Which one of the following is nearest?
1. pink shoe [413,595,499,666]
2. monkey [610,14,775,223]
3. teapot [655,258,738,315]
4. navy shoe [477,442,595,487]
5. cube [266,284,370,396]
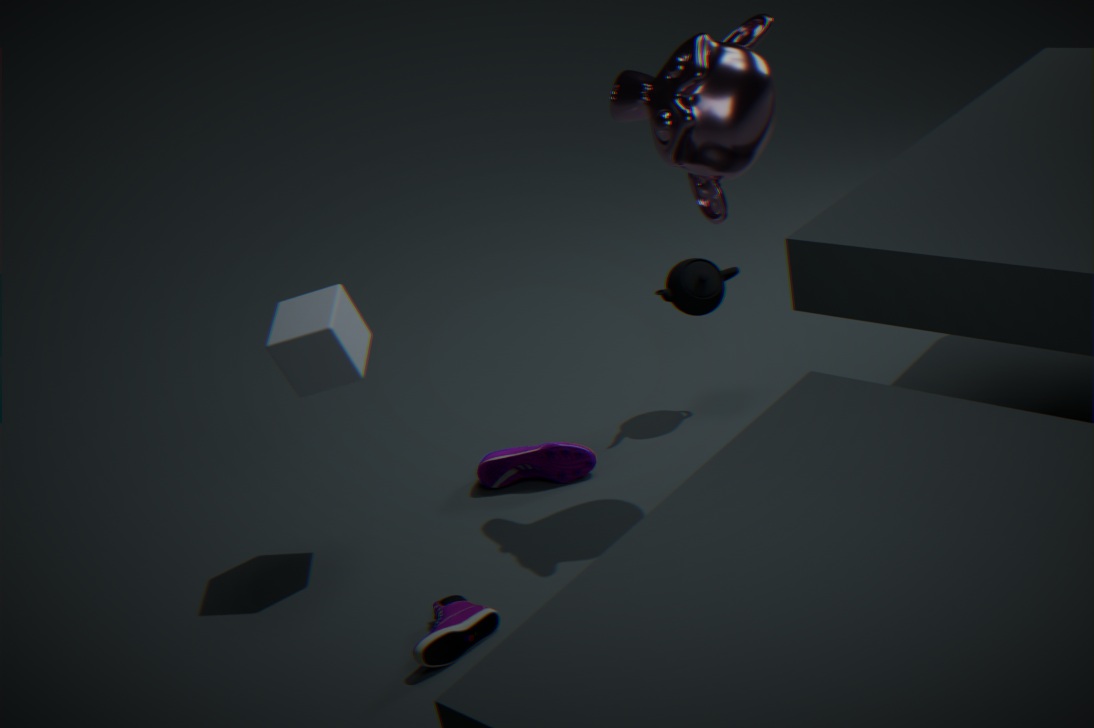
pink shoe [413,595,499,666]
